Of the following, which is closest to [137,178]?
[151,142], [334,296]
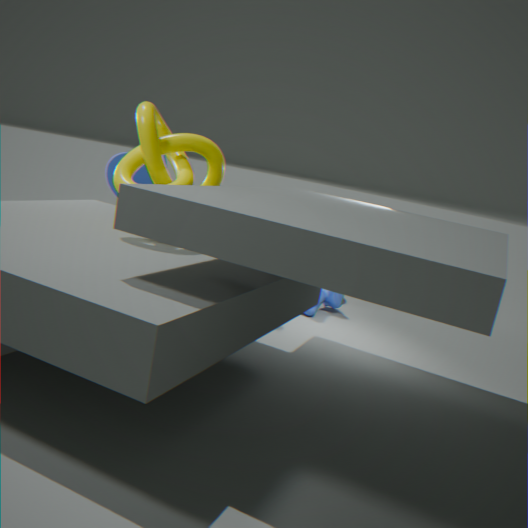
[151,142]
